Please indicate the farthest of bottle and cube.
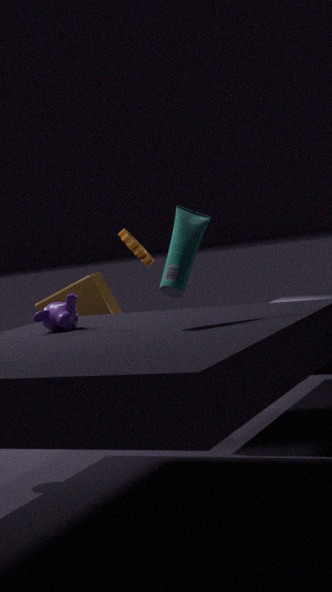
cube
